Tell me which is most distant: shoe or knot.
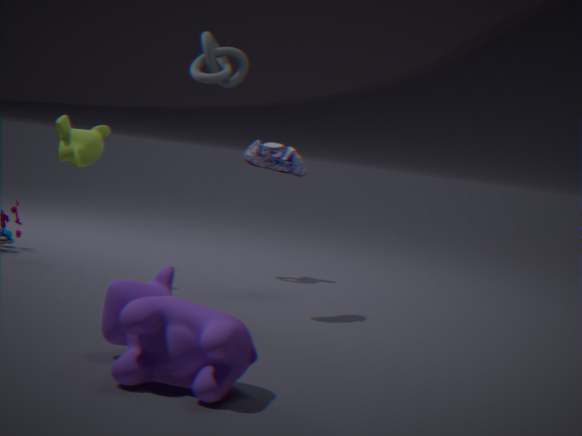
knot
